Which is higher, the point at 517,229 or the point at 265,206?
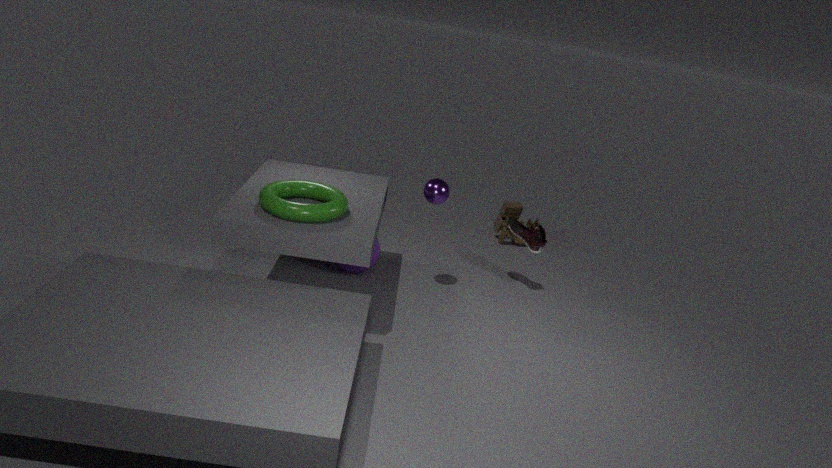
the point at 265,206
